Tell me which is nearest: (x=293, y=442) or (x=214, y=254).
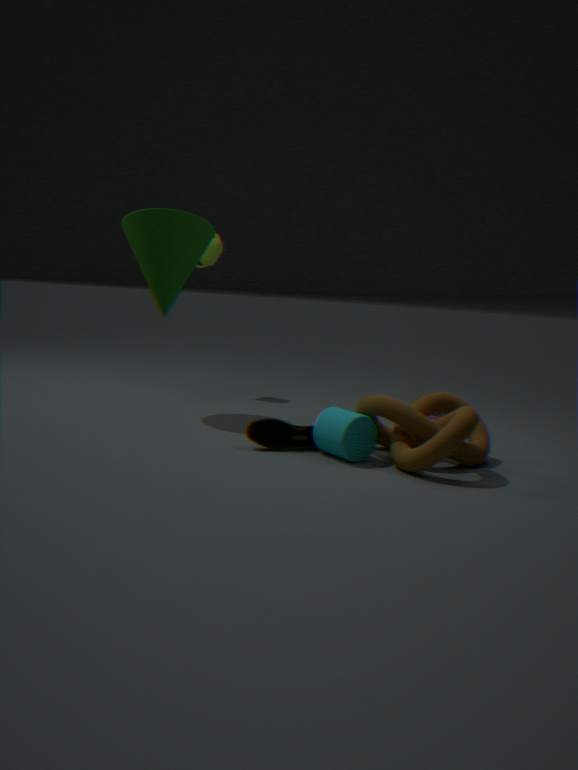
(x=293, y=442)
